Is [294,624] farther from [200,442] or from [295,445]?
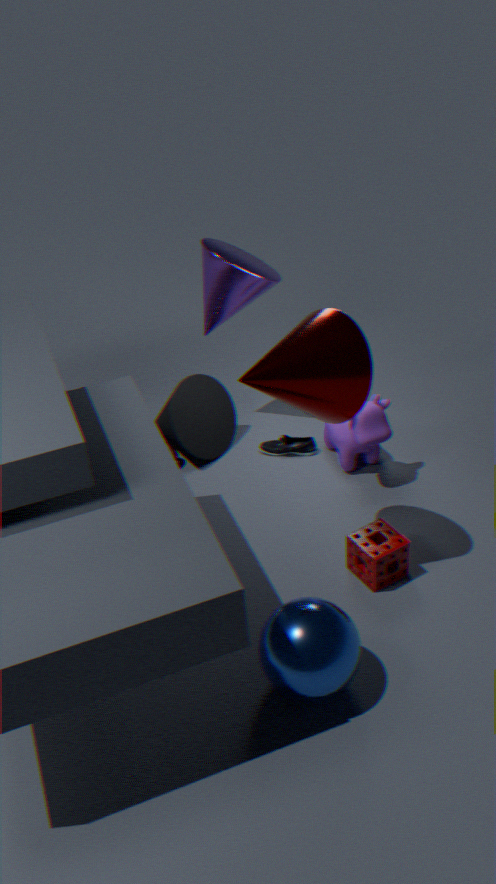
[200,442]
